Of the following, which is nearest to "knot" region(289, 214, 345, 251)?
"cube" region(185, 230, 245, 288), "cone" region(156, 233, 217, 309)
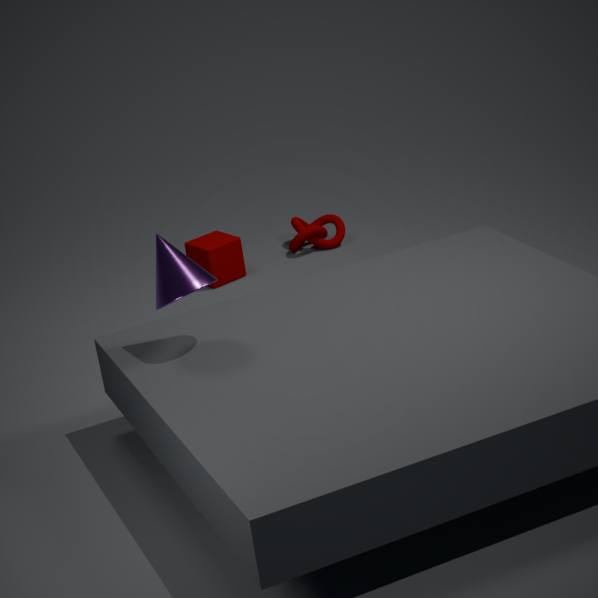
"cube" region(185, 230, 245, 288)
